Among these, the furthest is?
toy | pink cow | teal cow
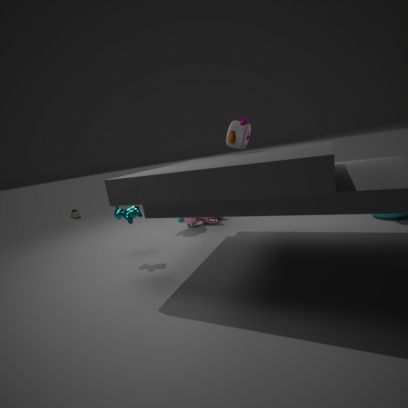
pink cow
